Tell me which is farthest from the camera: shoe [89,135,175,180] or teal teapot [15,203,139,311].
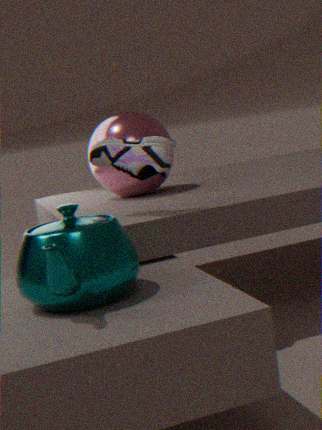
shoe [89,135,175,180]
